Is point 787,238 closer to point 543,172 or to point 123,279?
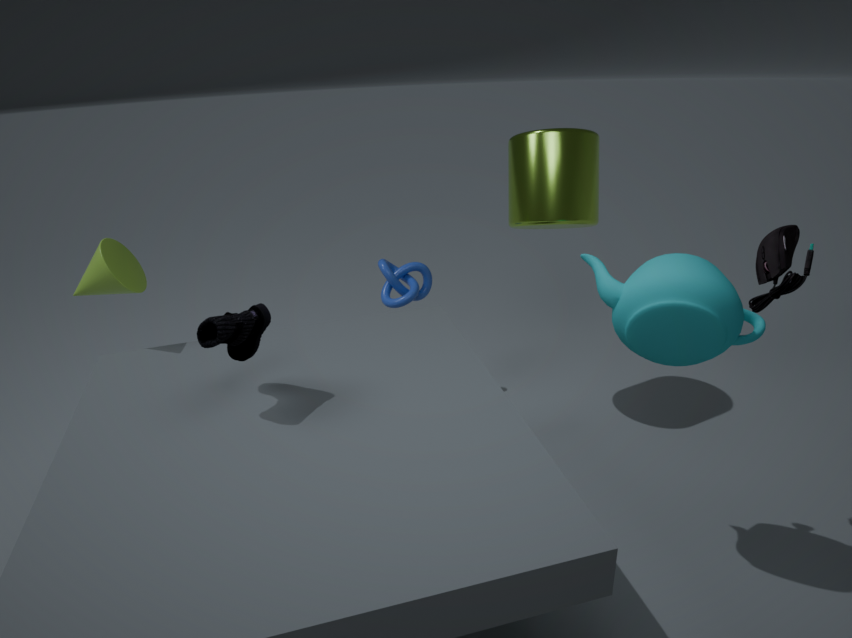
point 543,172
